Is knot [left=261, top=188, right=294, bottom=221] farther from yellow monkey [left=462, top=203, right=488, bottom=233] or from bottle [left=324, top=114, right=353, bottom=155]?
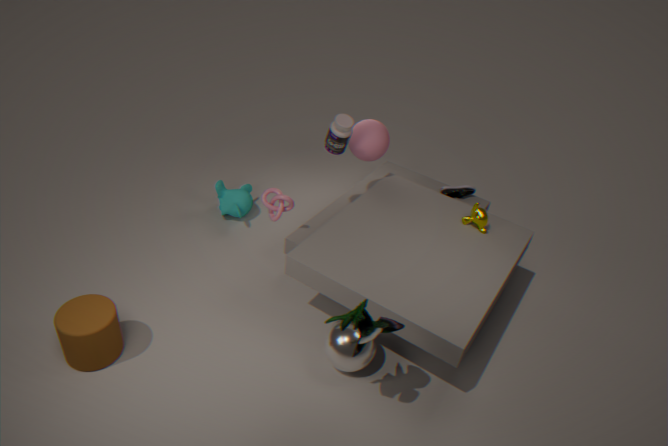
yellow monkey [left=462, top=203, right=488, bottom=233]
